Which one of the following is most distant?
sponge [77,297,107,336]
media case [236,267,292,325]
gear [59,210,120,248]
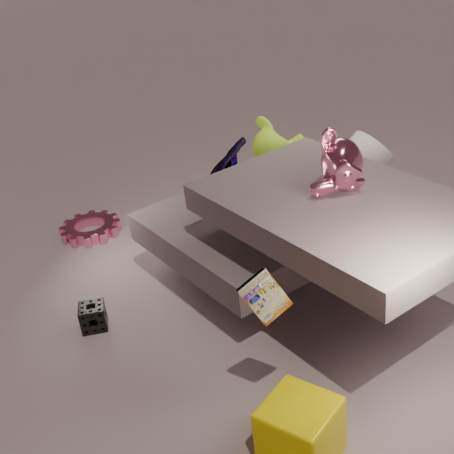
gear [59,210,120,248]
